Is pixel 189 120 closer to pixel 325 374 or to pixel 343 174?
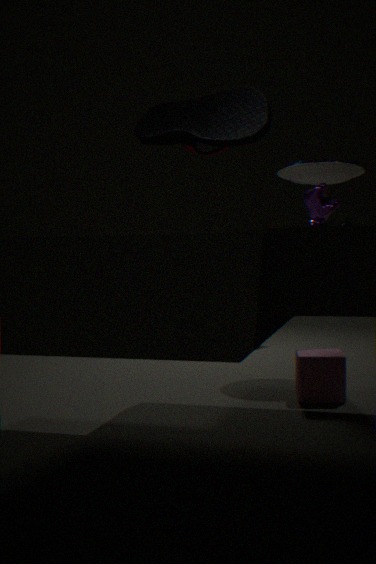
pixel 325 374
